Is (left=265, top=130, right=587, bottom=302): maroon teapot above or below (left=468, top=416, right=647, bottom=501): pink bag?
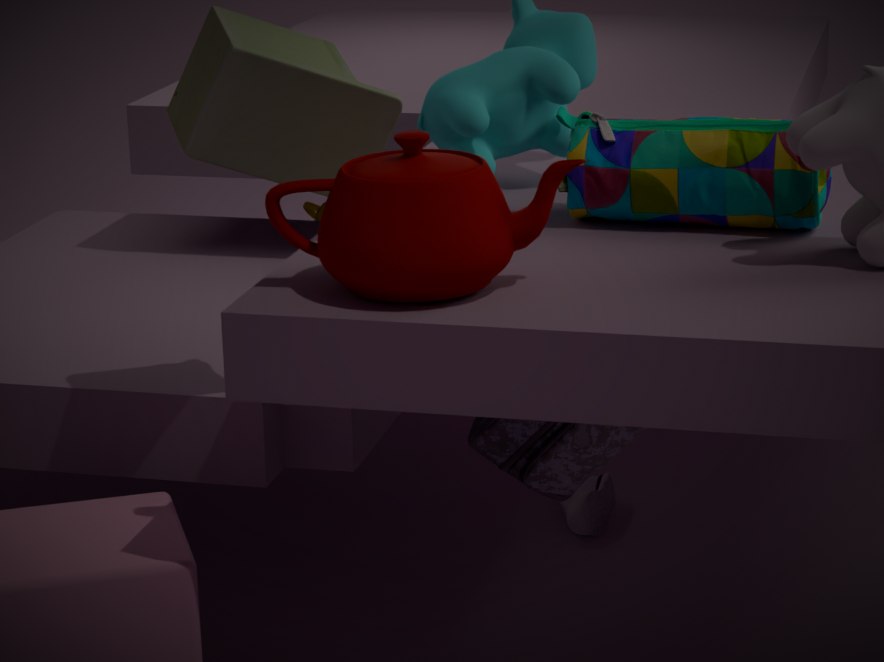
above
